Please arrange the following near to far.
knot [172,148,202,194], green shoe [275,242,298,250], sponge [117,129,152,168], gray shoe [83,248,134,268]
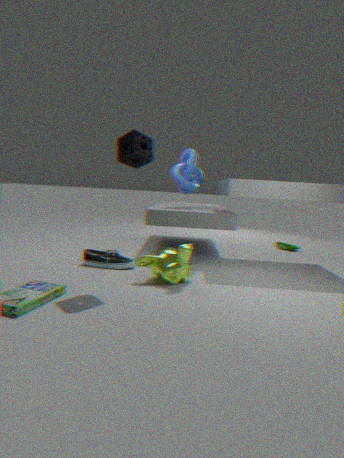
sponge [117,129,152,168], gray shoe [83,248,134,268], knot [172,148,202,194], green shoe [275,242,298,250]
